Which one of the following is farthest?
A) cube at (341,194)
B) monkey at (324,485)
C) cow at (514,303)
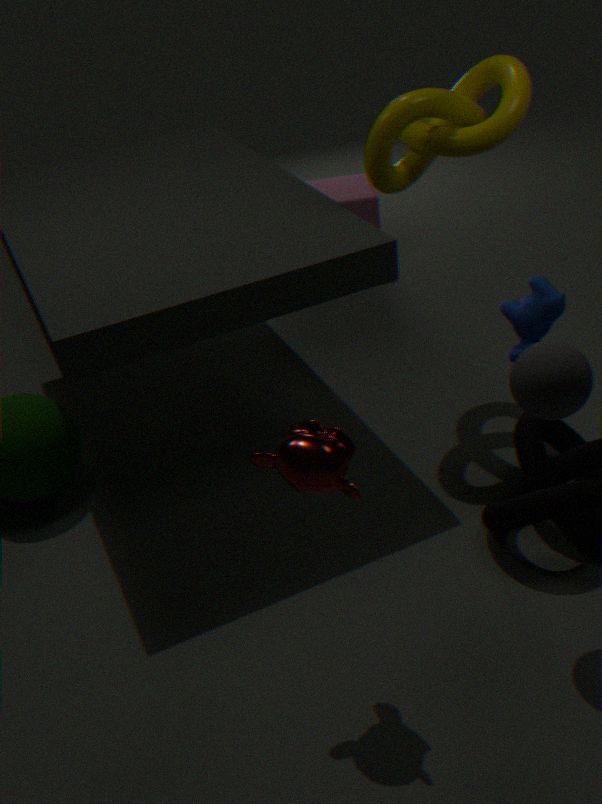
cube at (341,194)
